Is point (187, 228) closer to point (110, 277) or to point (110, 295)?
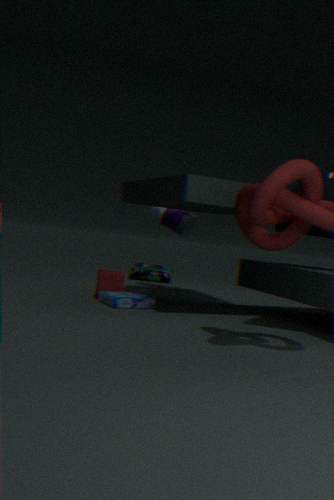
point (110, 277)
